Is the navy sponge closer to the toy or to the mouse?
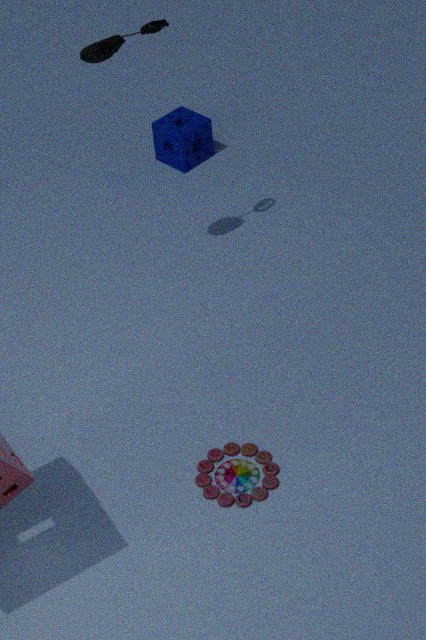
the mouse
